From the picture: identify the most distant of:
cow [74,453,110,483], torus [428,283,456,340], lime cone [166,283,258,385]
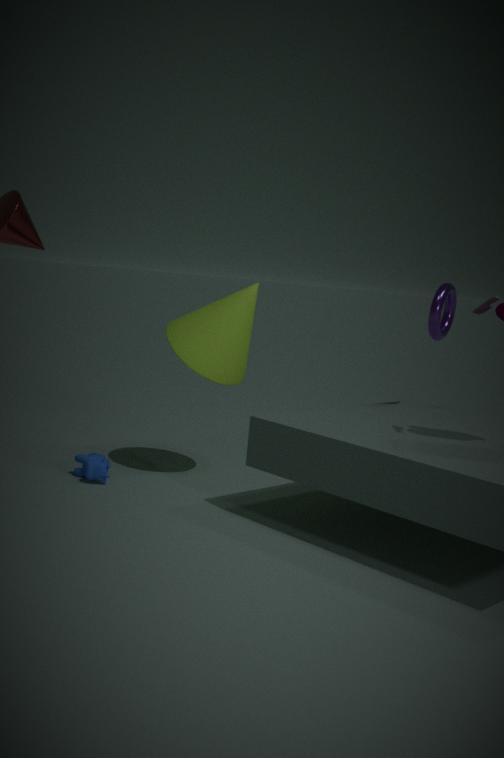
torus [428,283,456,340]
